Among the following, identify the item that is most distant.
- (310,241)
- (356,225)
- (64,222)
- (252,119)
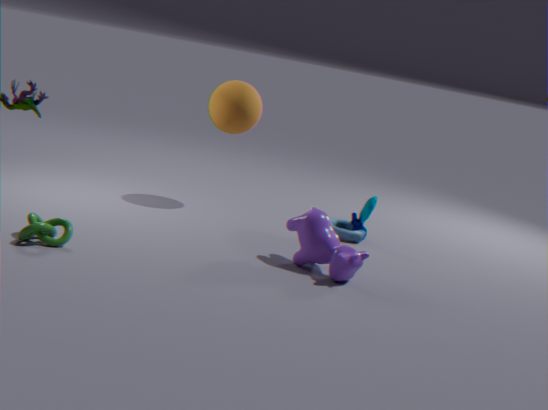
(356,225)
